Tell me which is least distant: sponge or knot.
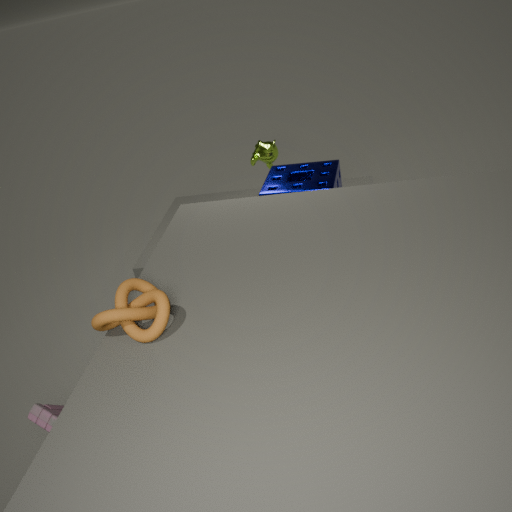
knot
